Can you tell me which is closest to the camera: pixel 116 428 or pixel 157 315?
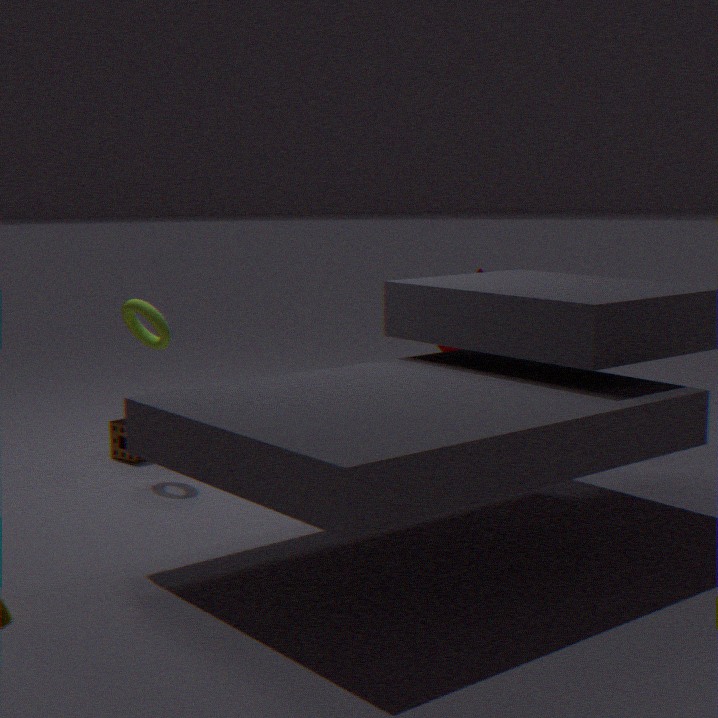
pixel 157 315
